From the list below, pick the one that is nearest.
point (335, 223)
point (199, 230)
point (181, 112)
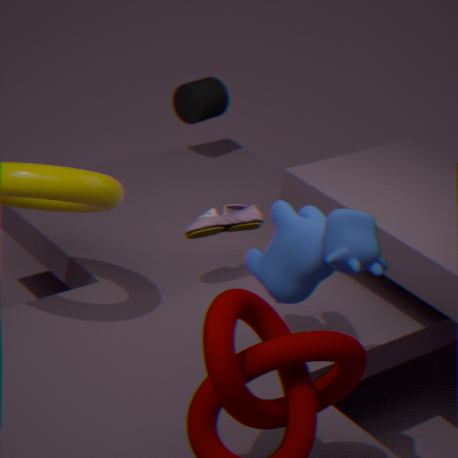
point (335, 223)
